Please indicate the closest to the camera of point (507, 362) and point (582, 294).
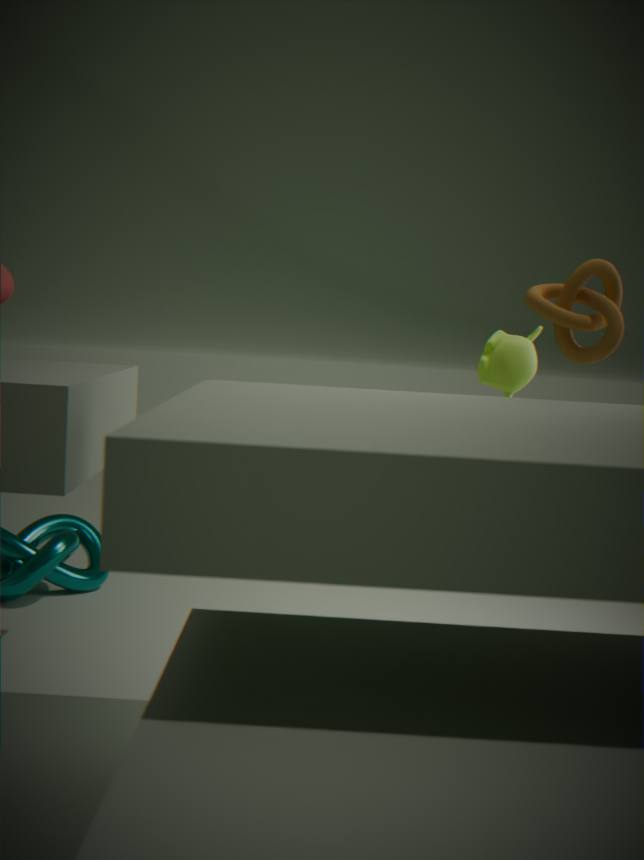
point (582, 294)
